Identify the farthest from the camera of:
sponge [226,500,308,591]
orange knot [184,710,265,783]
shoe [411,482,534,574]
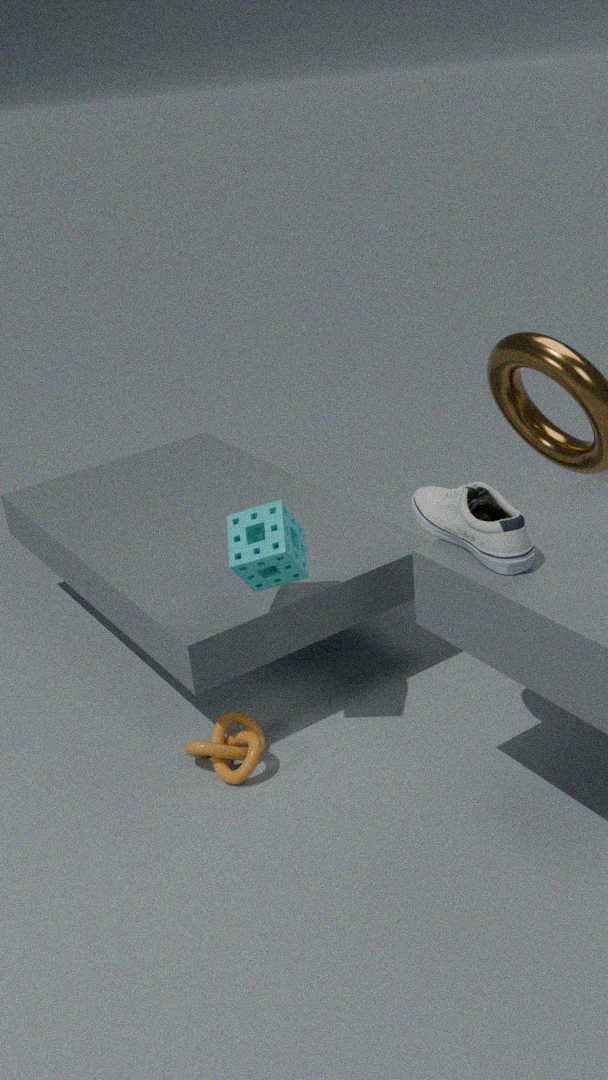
orange knot [184,710,265,783]
